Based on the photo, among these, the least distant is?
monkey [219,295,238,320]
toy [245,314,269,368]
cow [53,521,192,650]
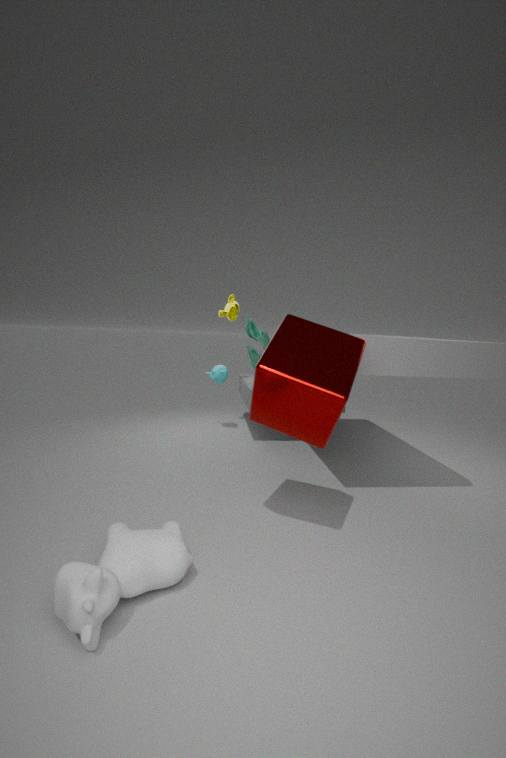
cow [53,521,192,650]
